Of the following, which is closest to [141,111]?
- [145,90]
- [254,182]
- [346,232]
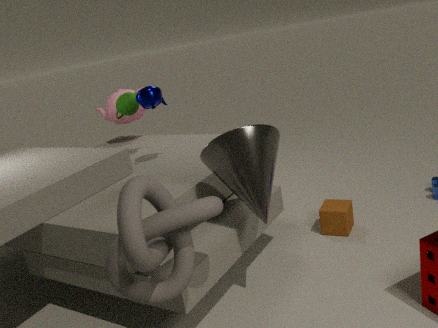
[145,90]
